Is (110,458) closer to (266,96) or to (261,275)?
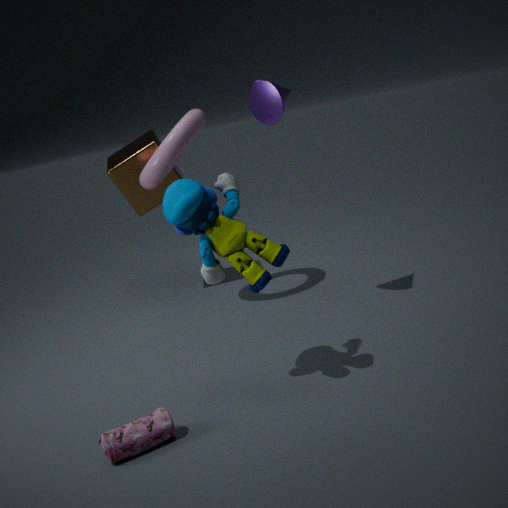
(261,275)
